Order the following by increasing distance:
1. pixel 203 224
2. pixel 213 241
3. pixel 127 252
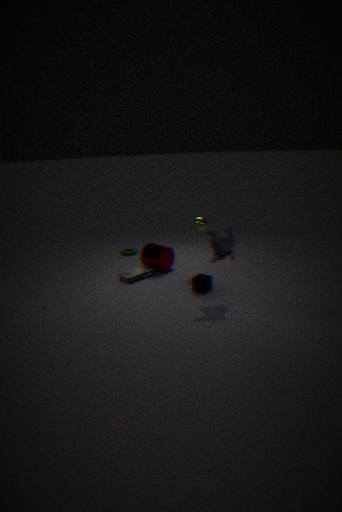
pixel 213 241
pixel 203 224
pixel 127 252
